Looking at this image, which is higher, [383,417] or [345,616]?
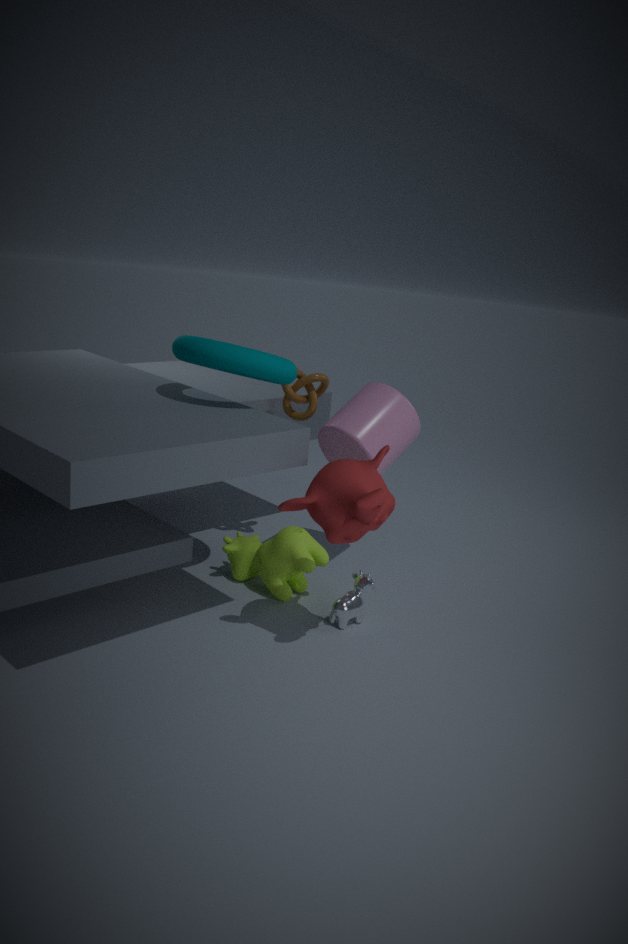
[383,417]
